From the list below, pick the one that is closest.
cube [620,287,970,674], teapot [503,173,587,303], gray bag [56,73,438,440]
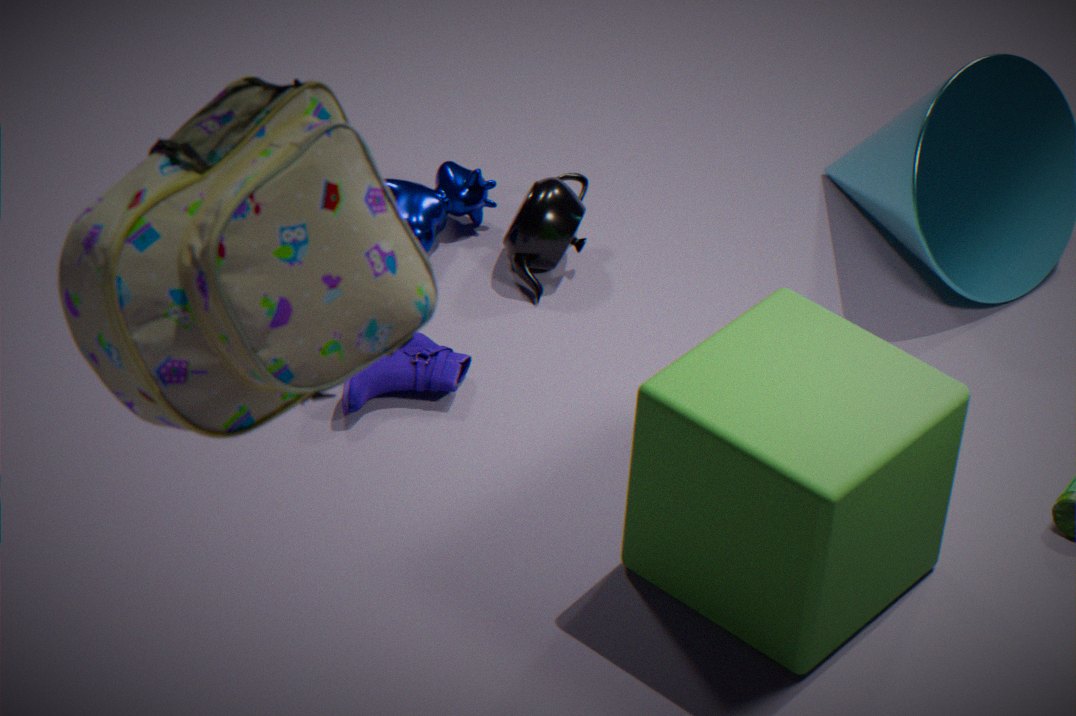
gray bag [56,73,438,440]
